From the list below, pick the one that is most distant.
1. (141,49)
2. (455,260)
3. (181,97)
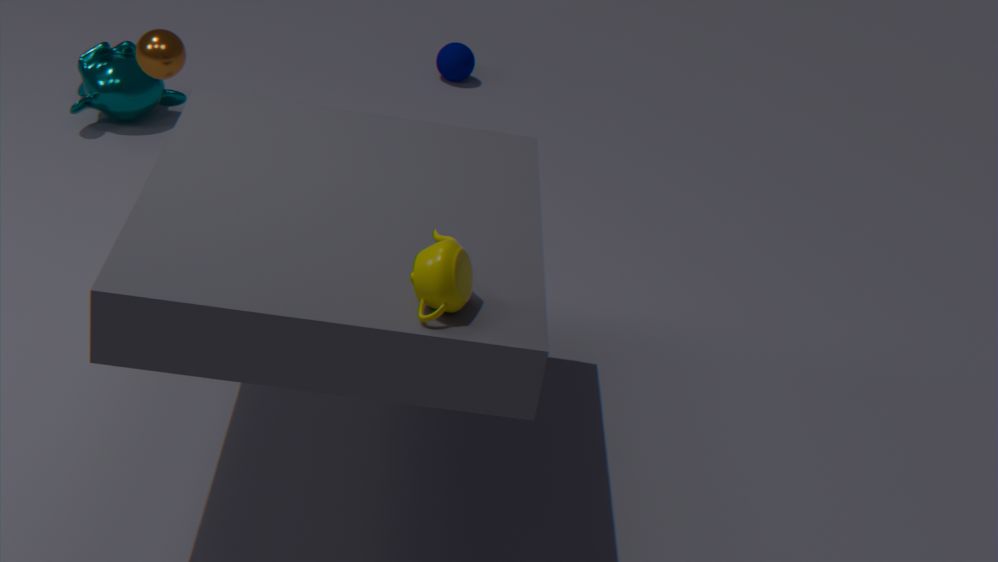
(181,97)
